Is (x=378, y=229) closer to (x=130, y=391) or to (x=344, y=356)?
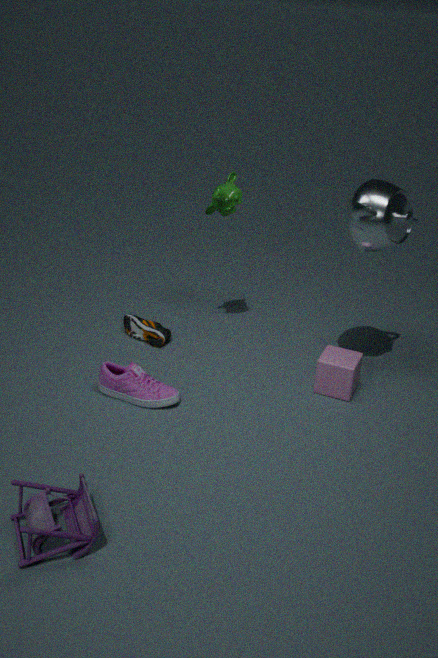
(x=344, y=356)
